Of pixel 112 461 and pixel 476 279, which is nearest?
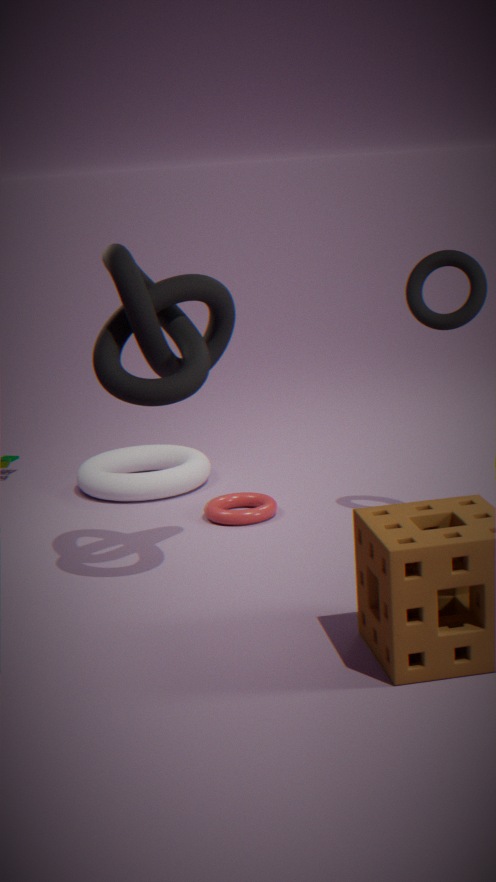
pixel 476 279
